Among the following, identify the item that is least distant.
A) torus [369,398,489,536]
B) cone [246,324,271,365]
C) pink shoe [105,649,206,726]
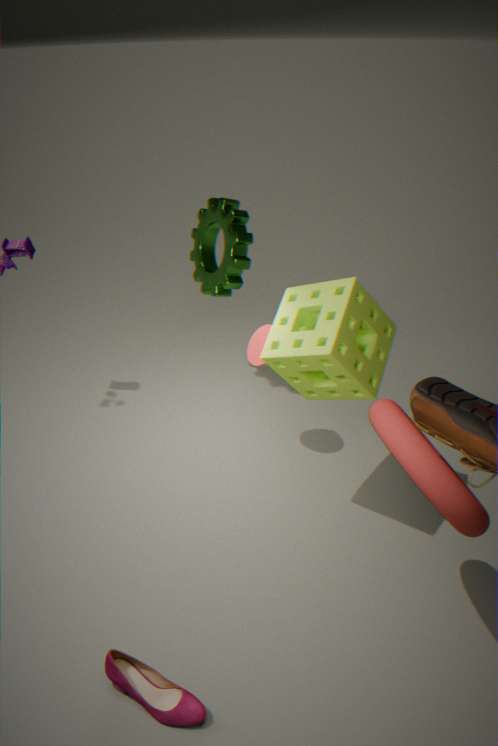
A. torus [369,398,489,536]
